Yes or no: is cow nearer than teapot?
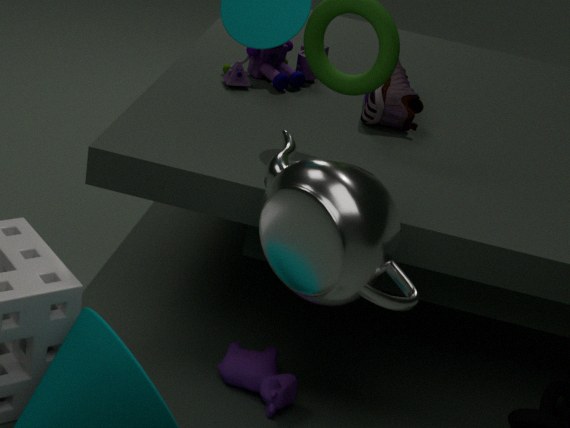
No
